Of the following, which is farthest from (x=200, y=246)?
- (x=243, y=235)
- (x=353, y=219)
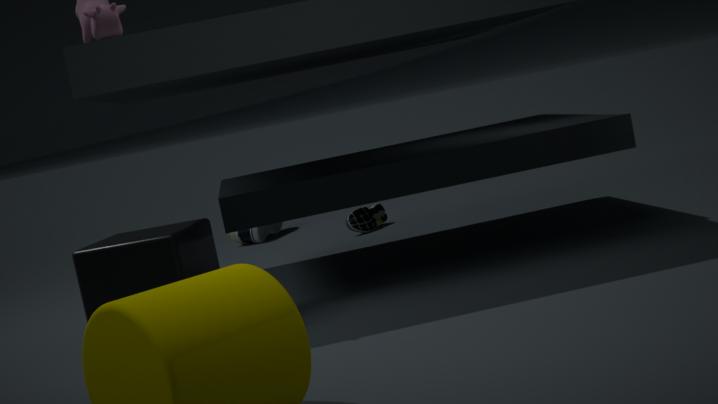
(x=243, y=235)
